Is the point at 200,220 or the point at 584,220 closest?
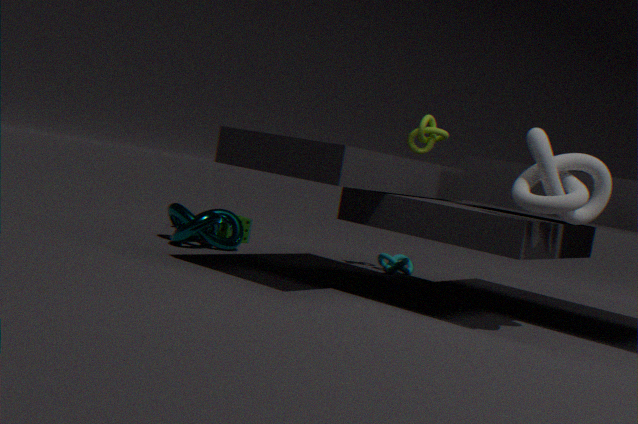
the point at 584,220
